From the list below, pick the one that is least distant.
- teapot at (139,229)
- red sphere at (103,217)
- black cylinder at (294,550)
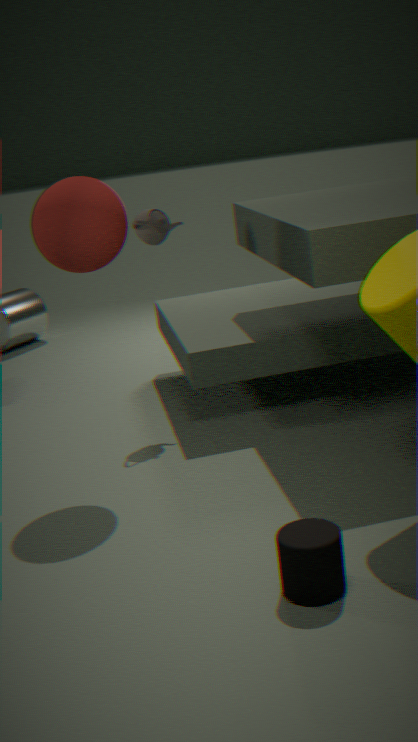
black cylinder at (294,550)
